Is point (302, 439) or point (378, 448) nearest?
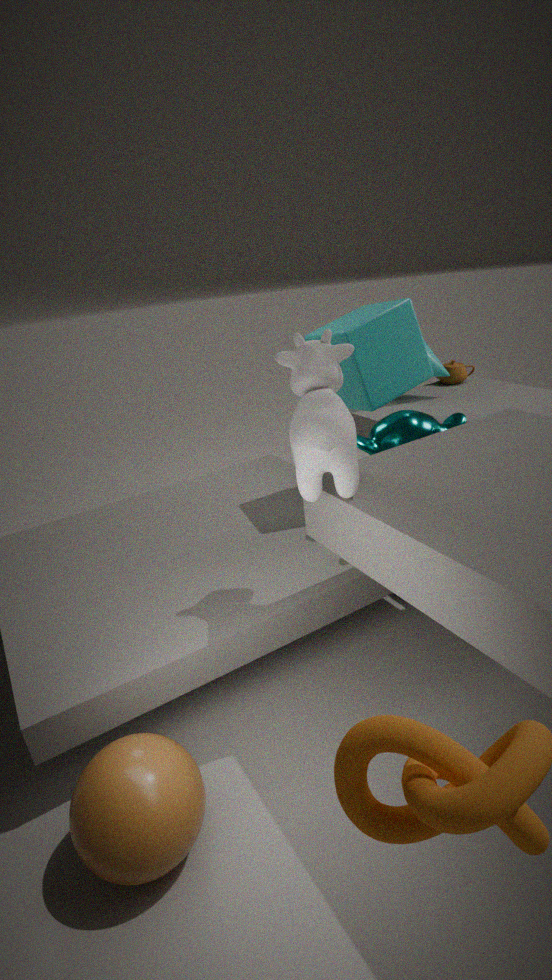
point (302, 439)
